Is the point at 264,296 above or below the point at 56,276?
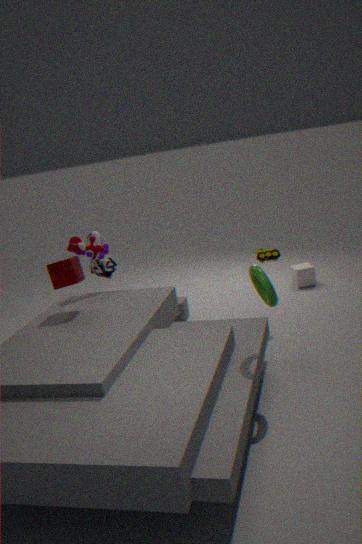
below
